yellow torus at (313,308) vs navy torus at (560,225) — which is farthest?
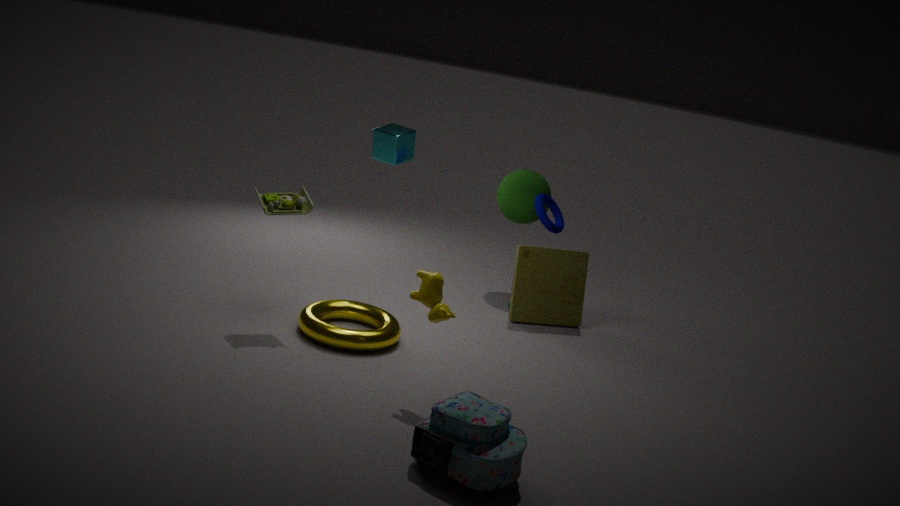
navy torus at (560,225)
